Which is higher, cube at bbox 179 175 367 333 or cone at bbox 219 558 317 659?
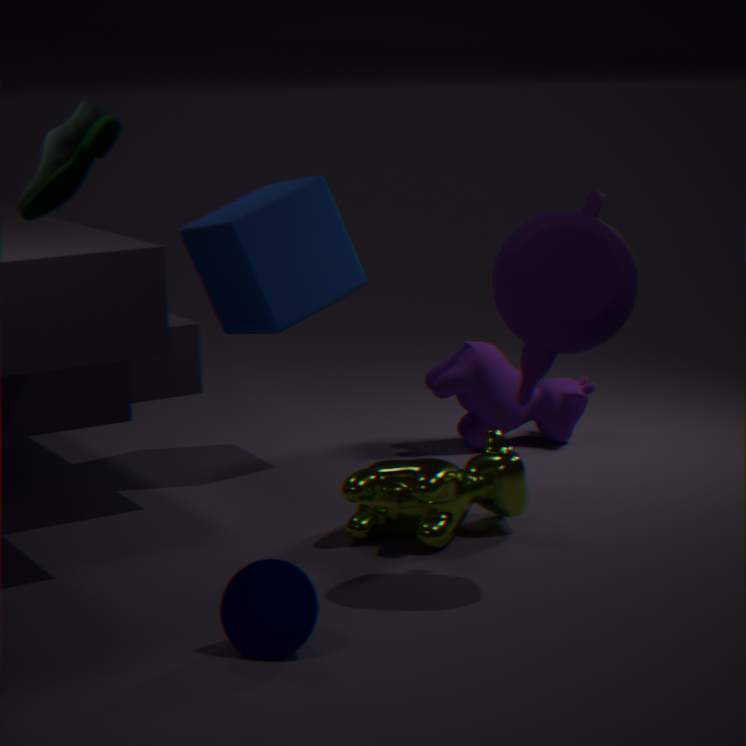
cube at bbox 179 175 367 333
